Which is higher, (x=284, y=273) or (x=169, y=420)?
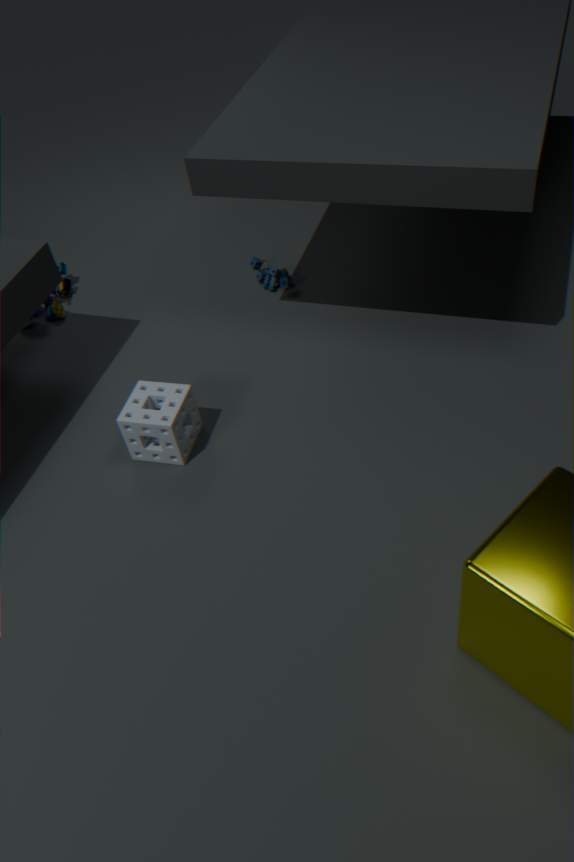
(x=169, y=420)
